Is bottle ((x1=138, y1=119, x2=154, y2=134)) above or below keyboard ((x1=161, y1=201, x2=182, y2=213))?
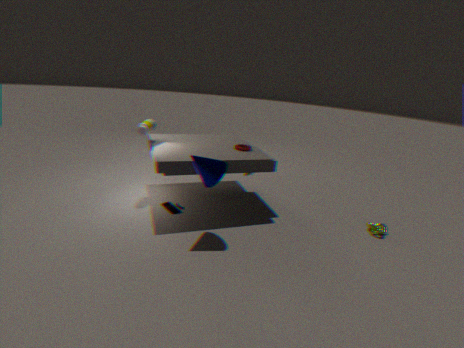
above
